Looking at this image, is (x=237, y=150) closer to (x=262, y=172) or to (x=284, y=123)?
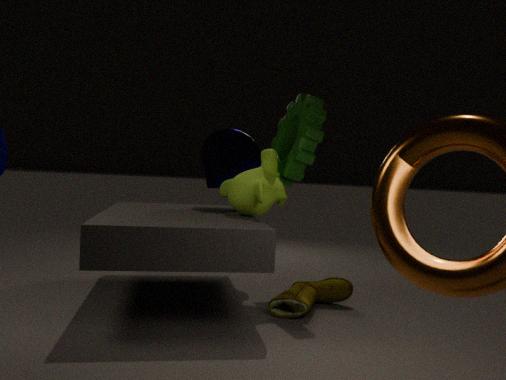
(x=262, y=172)
